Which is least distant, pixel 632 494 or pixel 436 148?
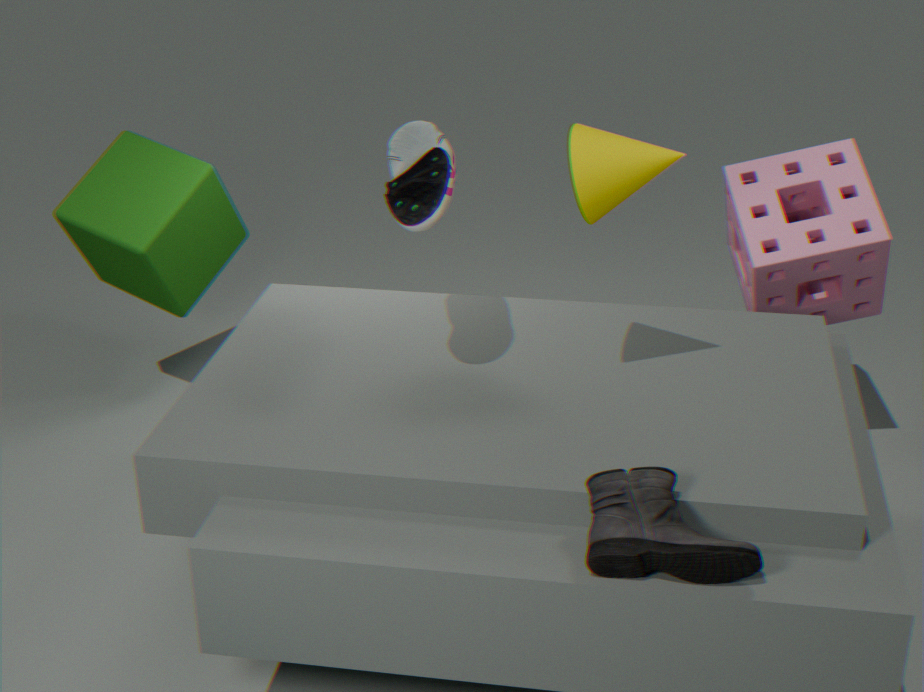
pixel 632 494
